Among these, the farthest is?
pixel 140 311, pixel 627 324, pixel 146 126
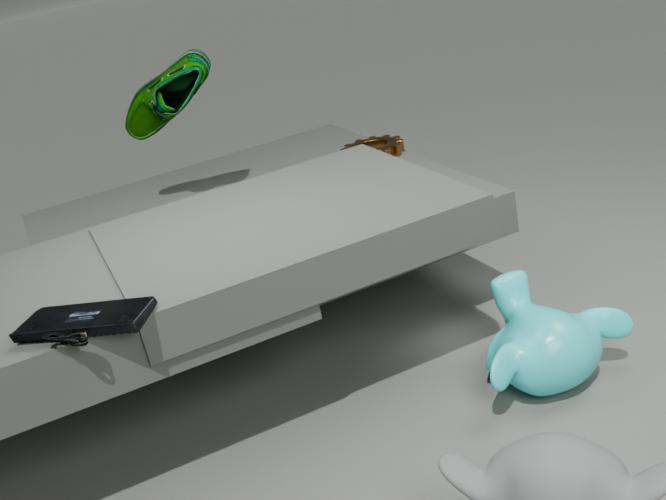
pixel 146 126
